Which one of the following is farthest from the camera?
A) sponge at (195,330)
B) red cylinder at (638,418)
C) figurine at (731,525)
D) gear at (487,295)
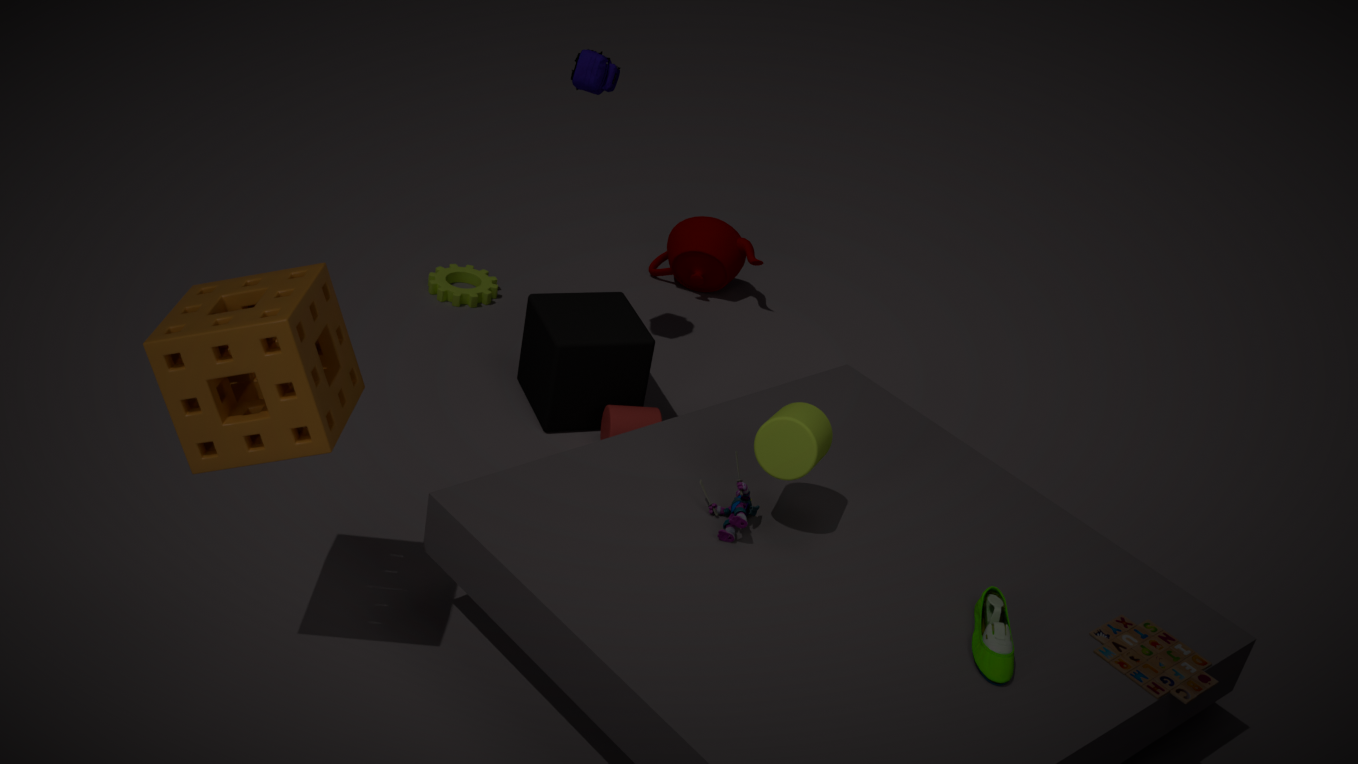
gear at (487,295)
